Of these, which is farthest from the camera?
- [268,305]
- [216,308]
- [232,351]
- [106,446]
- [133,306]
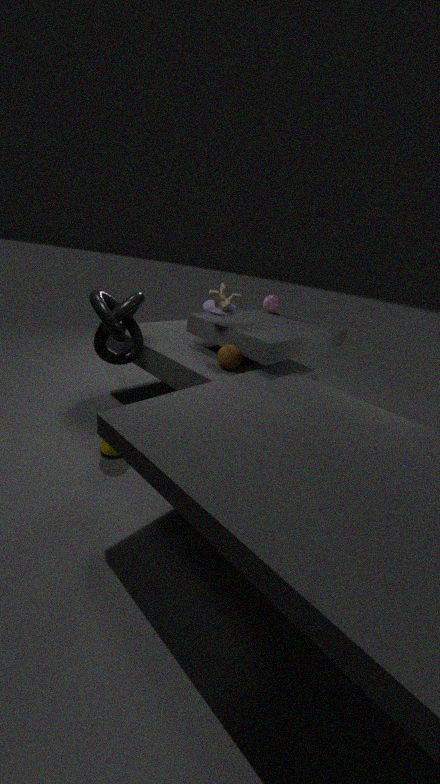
[268,305]
